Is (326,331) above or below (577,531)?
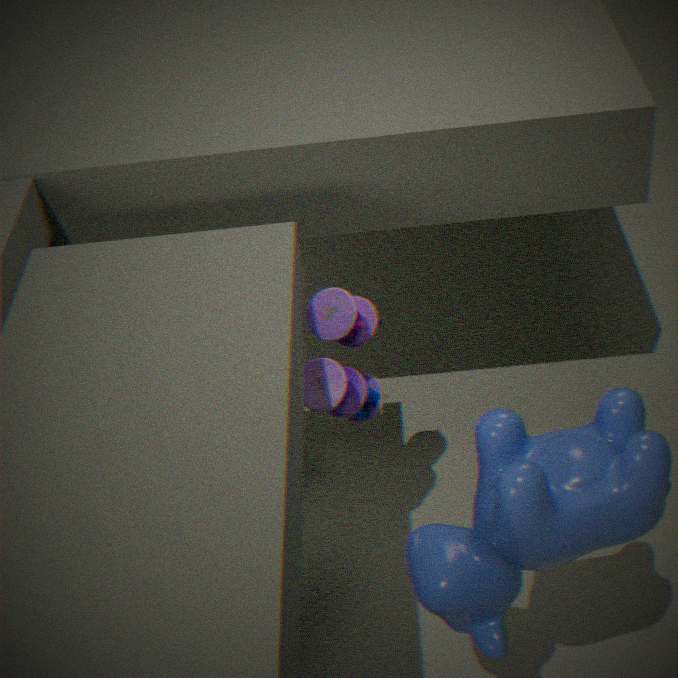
below
